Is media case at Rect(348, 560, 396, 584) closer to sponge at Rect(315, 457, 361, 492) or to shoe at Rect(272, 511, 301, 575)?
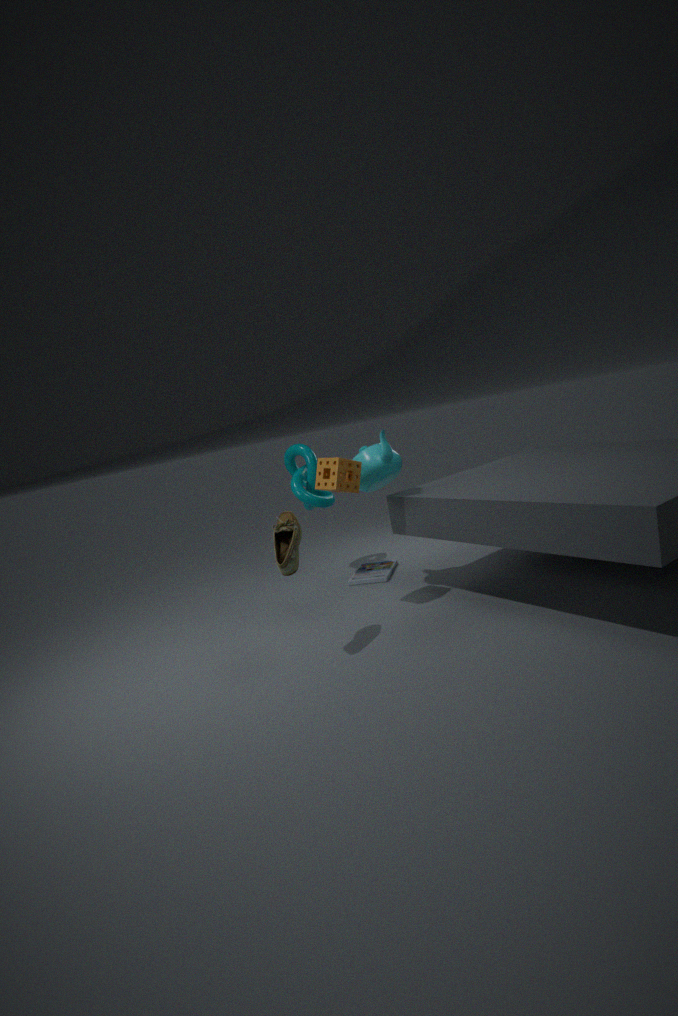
sponge at Rect(315, 457, 361, 492)
